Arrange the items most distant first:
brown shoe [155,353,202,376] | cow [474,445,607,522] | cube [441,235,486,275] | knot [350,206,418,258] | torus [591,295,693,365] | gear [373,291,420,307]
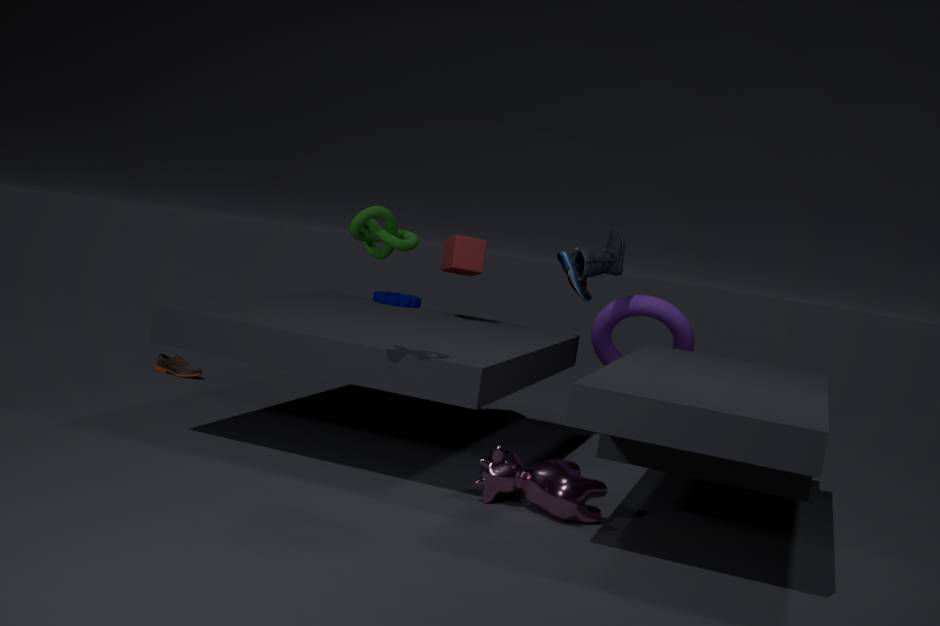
brown shoe [155,353,202,376], gear [373,291,420,307], cube [441,235,486,275], torus [591,295,693,365], cow [474,445,607,522], knot [350,206,418,258]
